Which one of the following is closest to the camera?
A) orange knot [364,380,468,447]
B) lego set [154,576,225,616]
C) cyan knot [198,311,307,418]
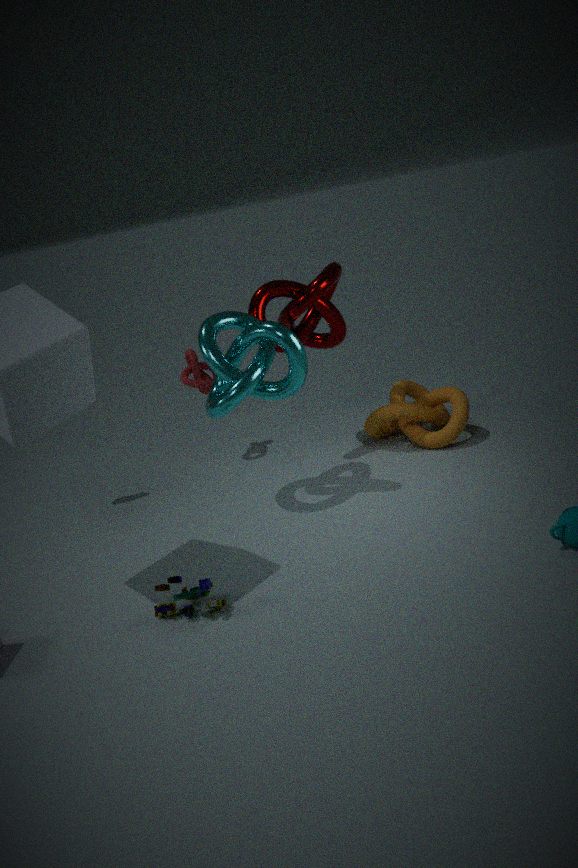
lego set [154,576,225,616]
